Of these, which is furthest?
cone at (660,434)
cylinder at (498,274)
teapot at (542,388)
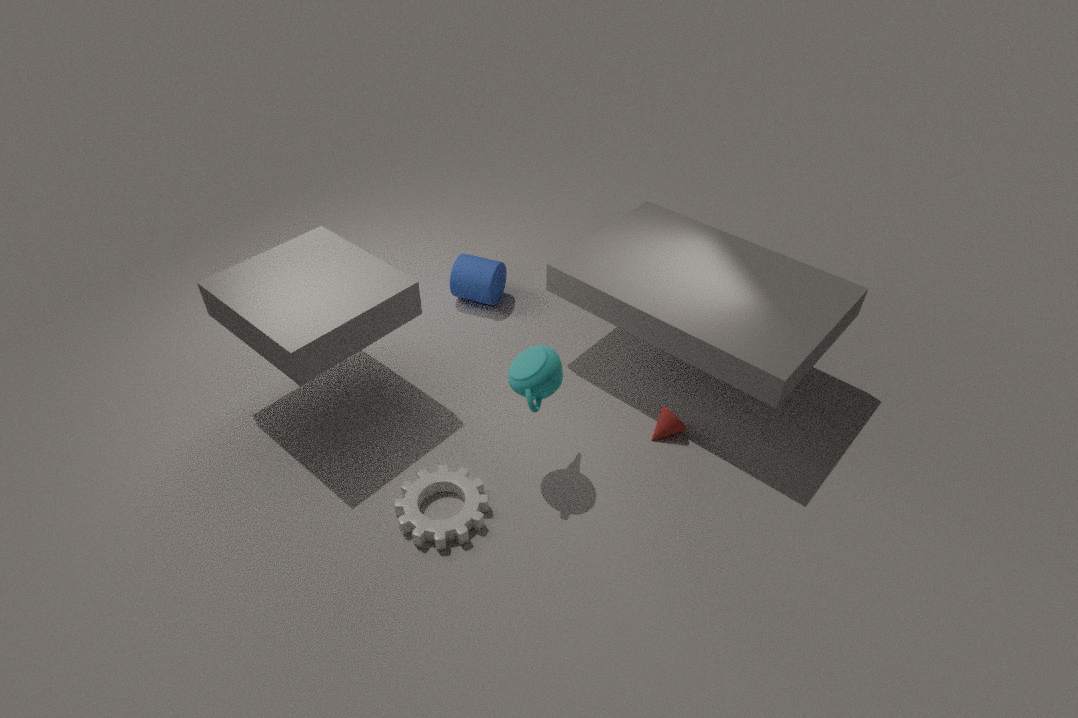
cylinder at (498,274)
